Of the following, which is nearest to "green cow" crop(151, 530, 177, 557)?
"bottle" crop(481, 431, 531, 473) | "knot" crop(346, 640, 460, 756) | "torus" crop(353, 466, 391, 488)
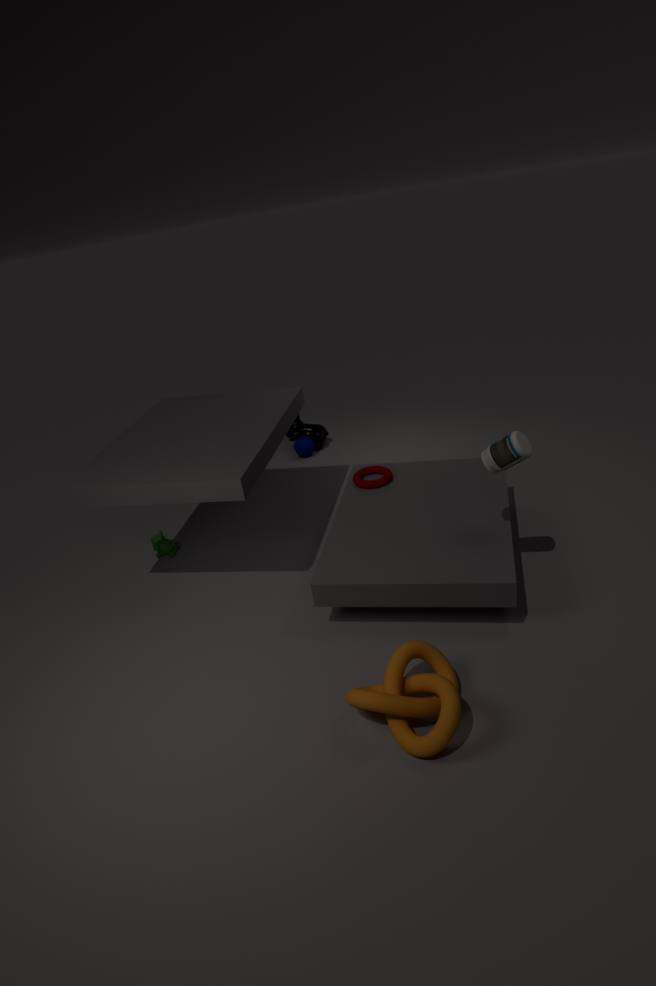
"torus" crop(353, 466, 391, 488)
